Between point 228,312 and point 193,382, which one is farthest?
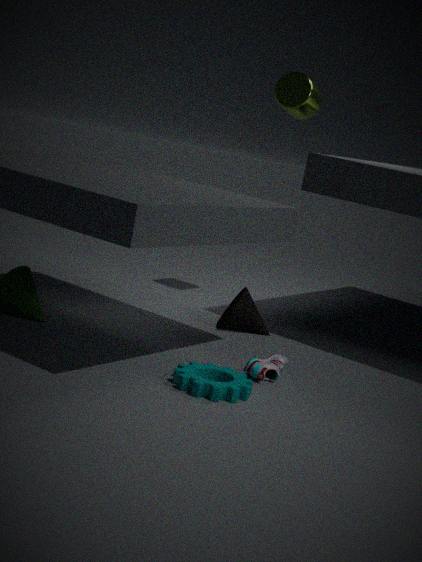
point 228,312
